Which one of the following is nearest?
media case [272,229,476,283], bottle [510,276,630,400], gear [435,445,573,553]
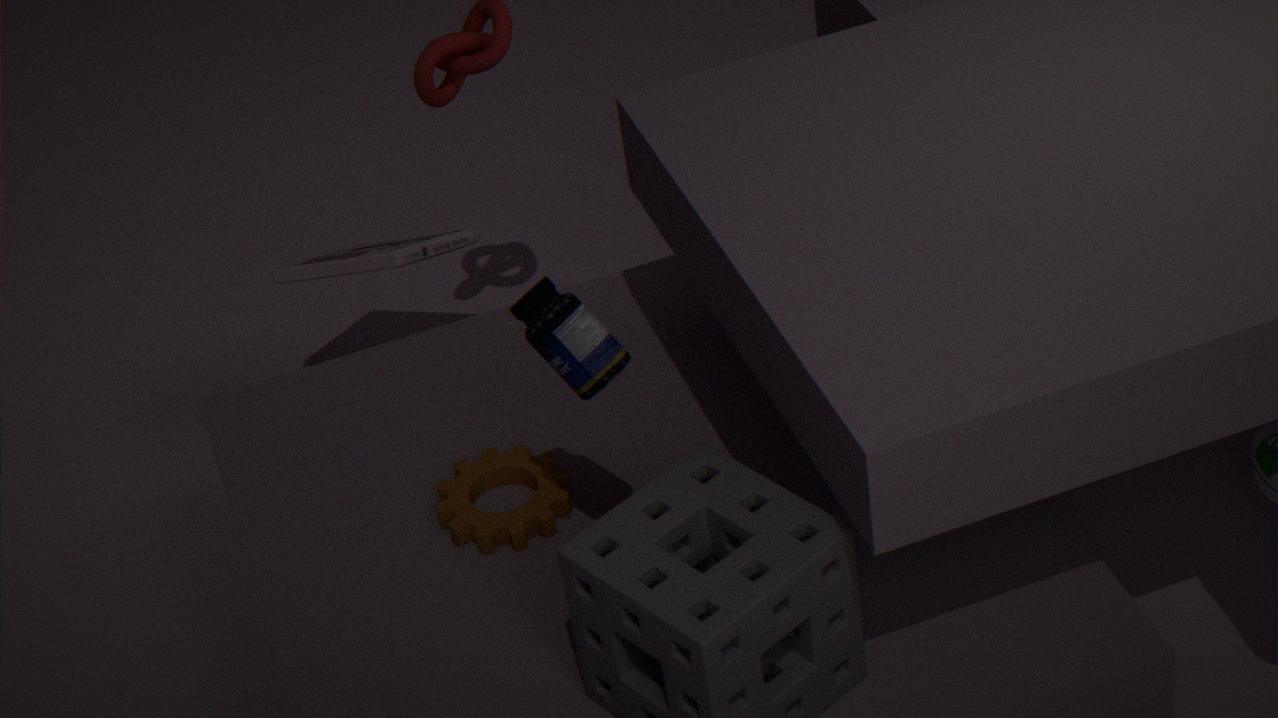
bottle [510,276,630,400]
